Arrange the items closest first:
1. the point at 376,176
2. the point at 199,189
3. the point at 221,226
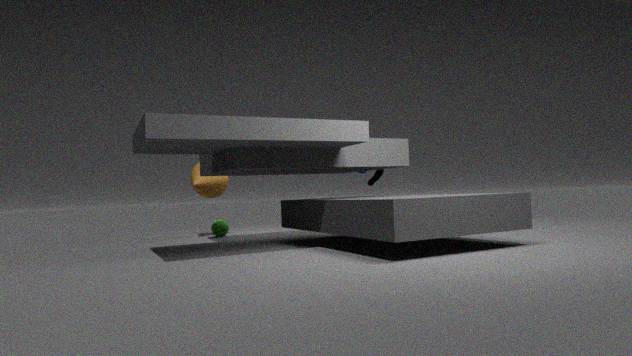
1. the point at 376,176
2. the point at 221,226
3. the point at 199,189
